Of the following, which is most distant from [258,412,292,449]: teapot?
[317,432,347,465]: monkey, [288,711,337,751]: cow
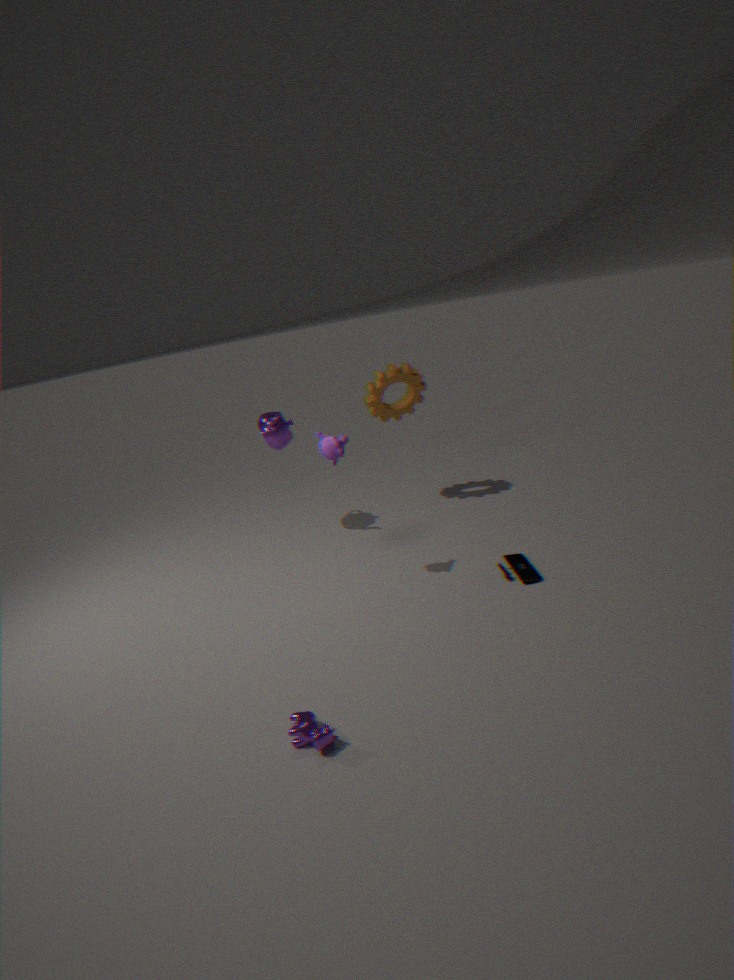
[288,711,337,751]: cow
